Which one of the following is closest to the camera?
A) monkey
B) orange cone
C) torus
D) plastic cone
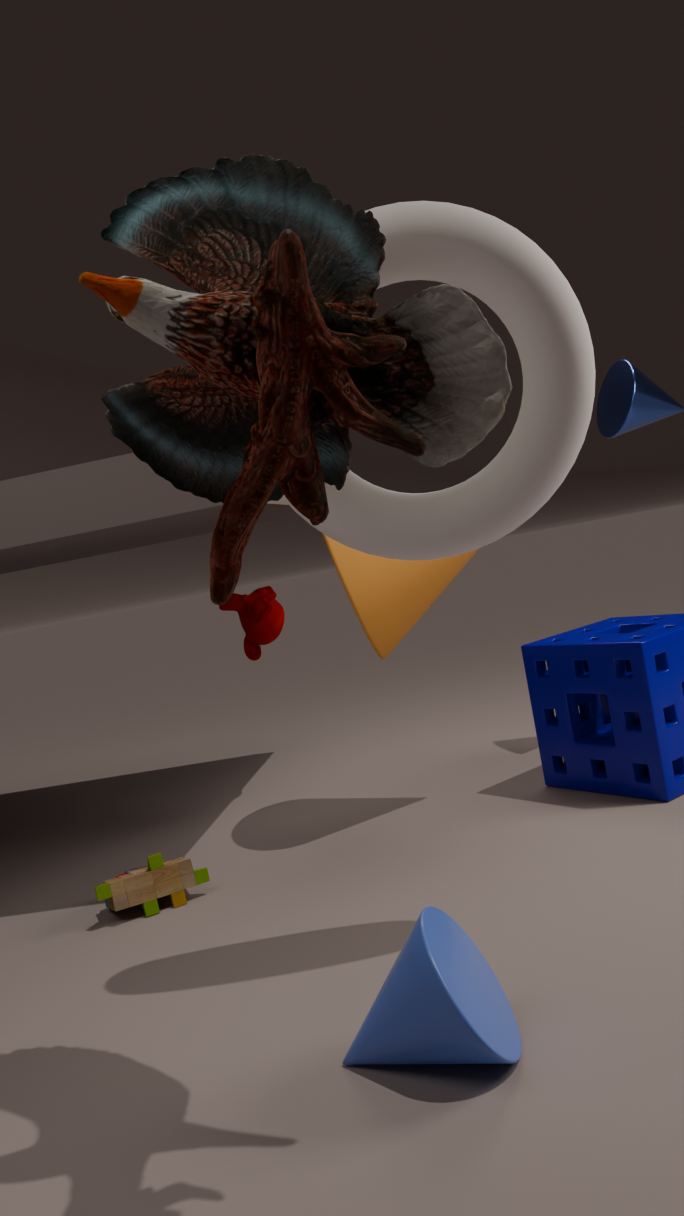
plastic cone
